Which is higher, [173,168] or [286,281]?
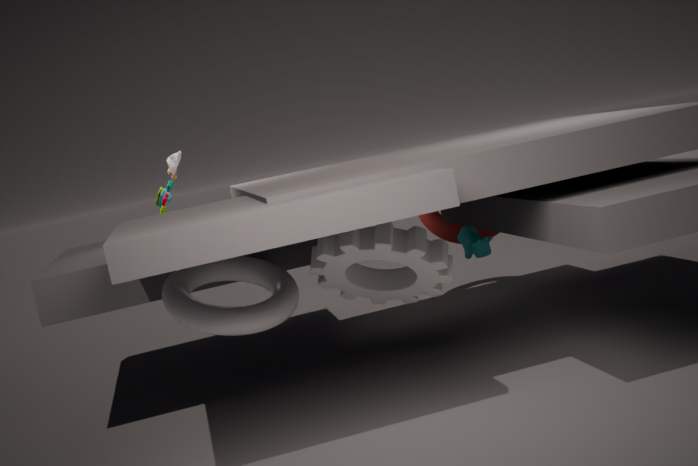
[173,168]
